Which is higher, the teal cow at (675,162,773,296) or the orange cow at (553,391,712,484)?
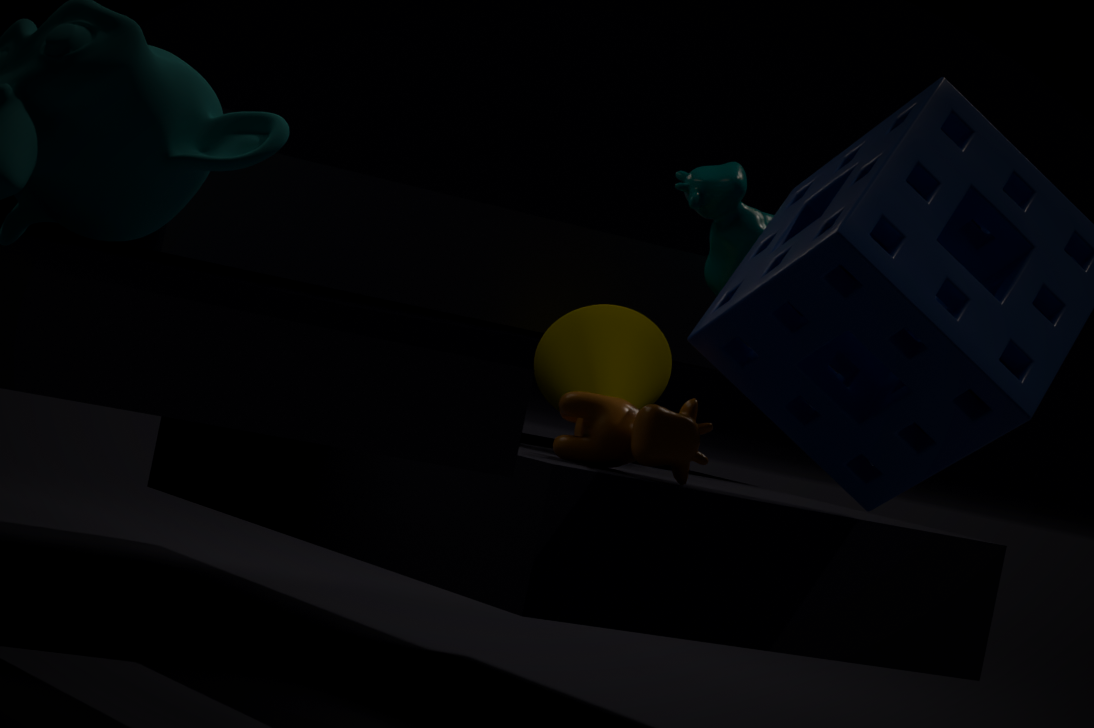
the teal cow at (675,162,773,296)
